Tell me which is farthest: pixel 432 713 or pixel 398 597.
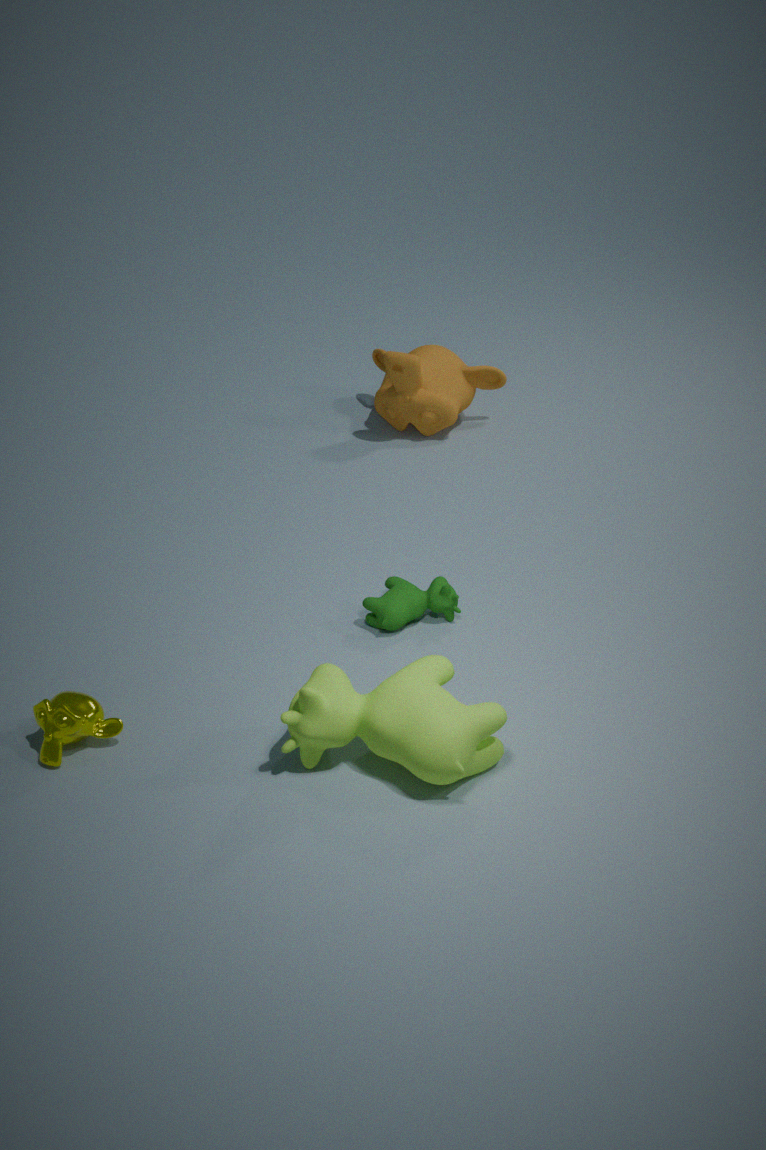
pixel 398 597
